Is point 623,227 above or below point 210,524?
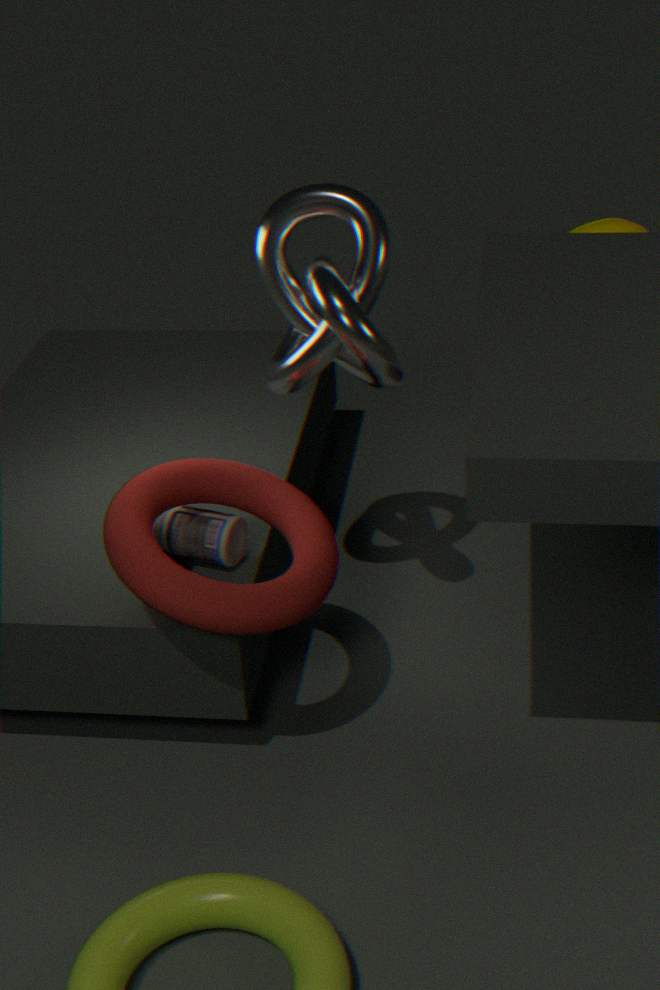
above
